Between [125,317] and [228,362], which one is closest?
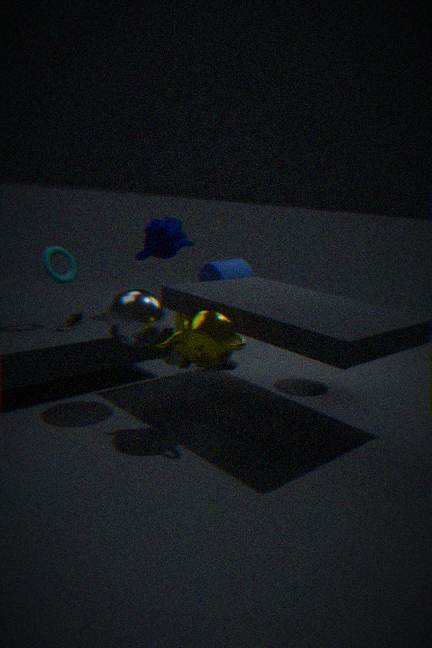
[125,317]
